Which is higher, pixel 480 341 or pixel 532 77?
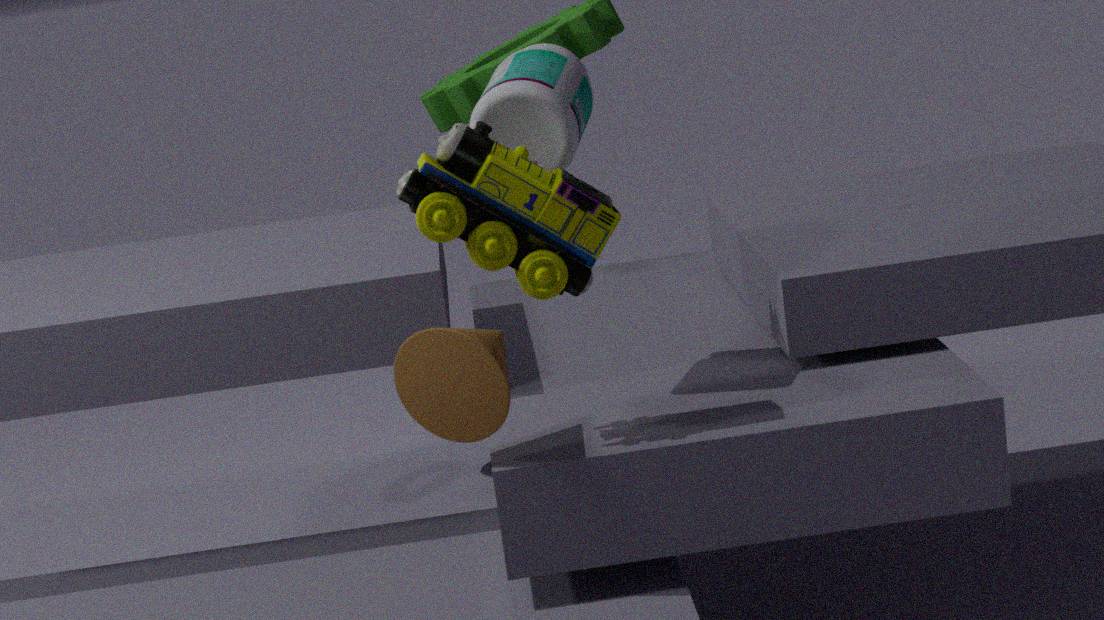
pixel 532 77
